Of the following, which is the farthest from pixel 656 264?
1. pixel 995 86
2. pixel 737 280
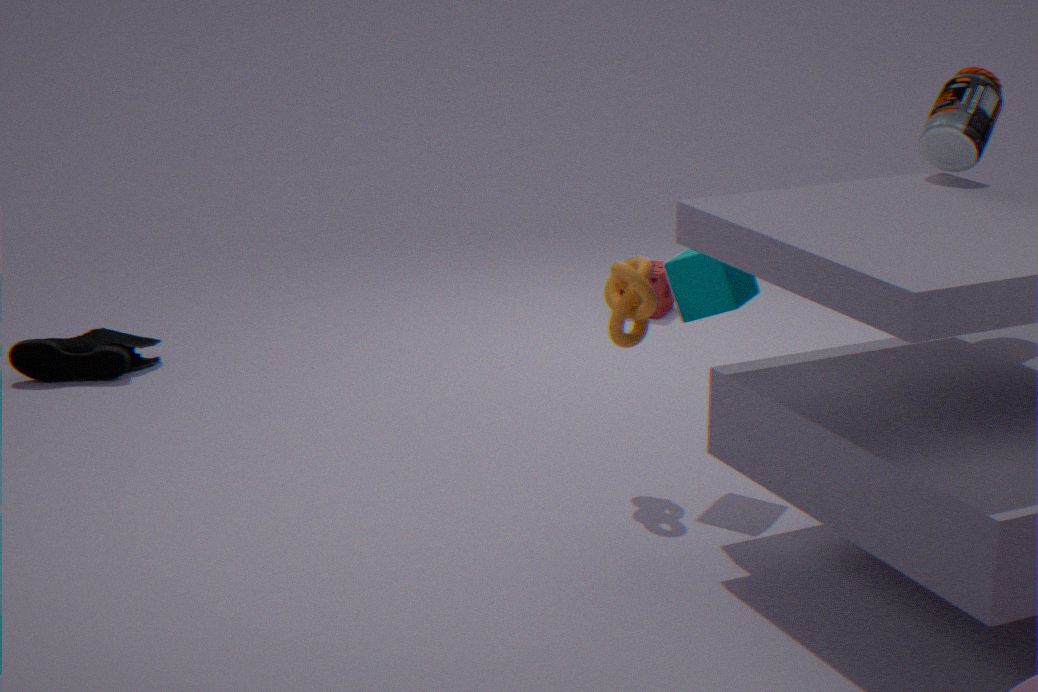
pixel 995 86
